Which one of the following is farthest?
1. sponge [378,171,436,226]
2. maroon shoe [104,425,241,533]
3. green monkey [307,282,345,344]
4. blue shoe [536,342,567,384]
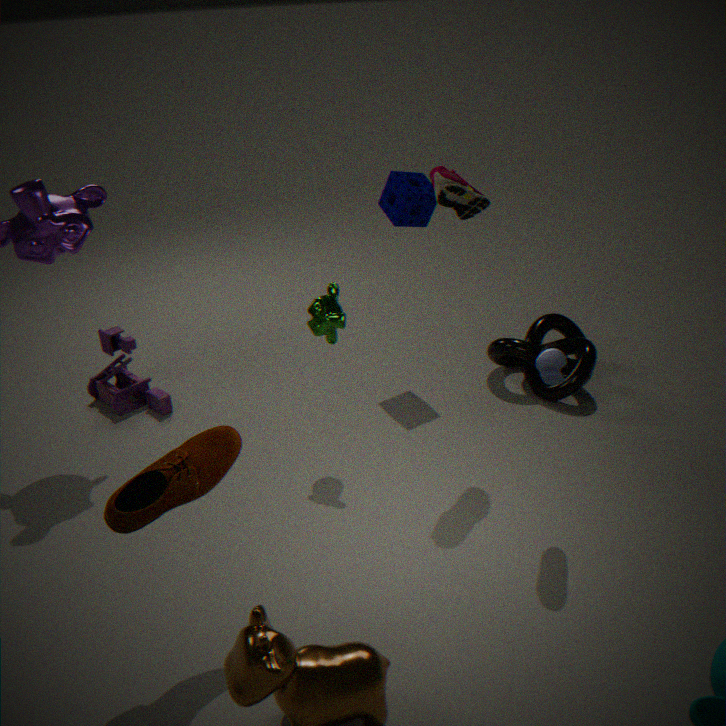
sponge [378,171,436,226]
